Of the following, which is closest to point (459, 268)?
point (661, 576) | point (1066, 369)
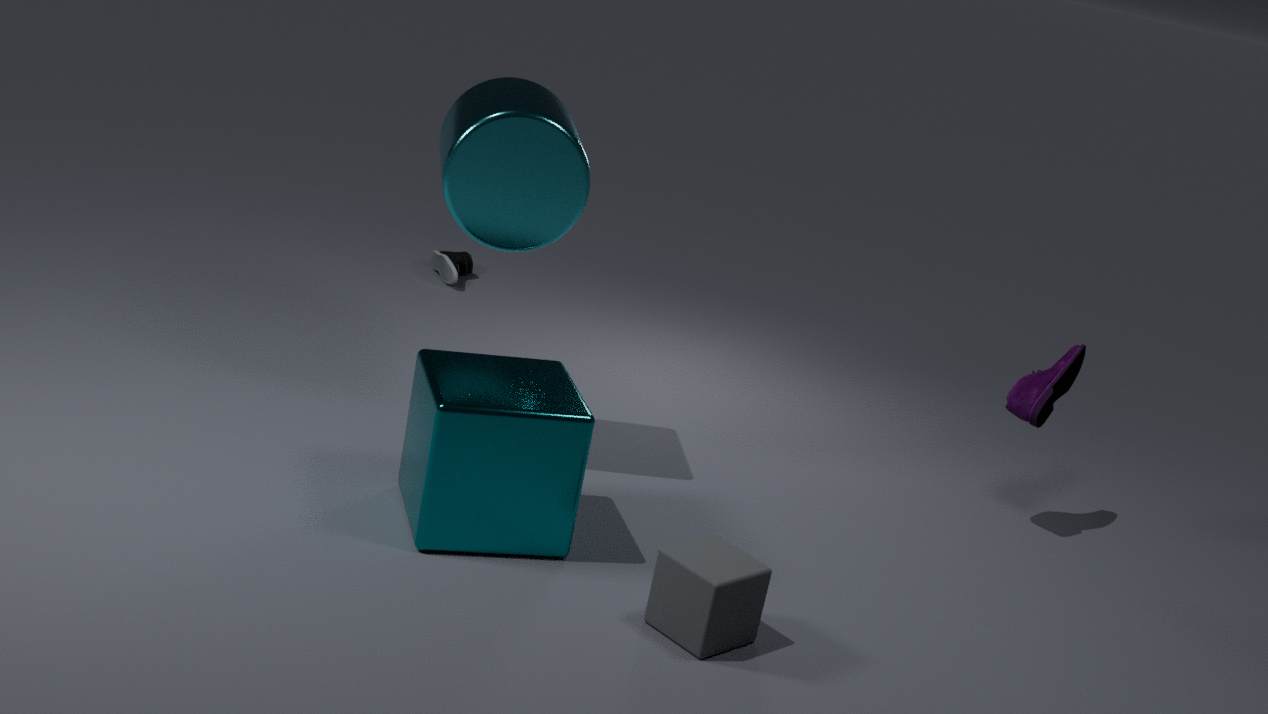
point (1066, 369)
